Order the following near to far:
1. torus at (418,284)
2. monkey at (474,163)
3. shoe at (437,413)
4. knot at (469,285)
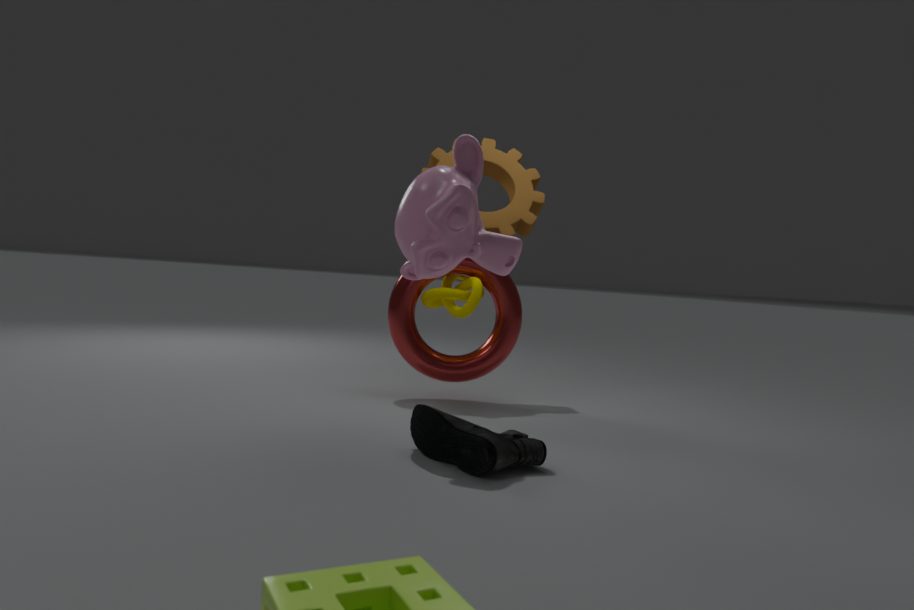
1. shoe at (437,413)
2. monkey at (474,163)
3. knot at (469,285)
4. torus at (418,284)
